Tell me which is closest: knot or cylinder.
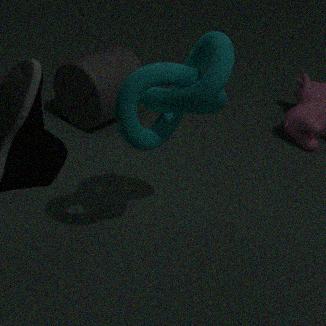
knot
